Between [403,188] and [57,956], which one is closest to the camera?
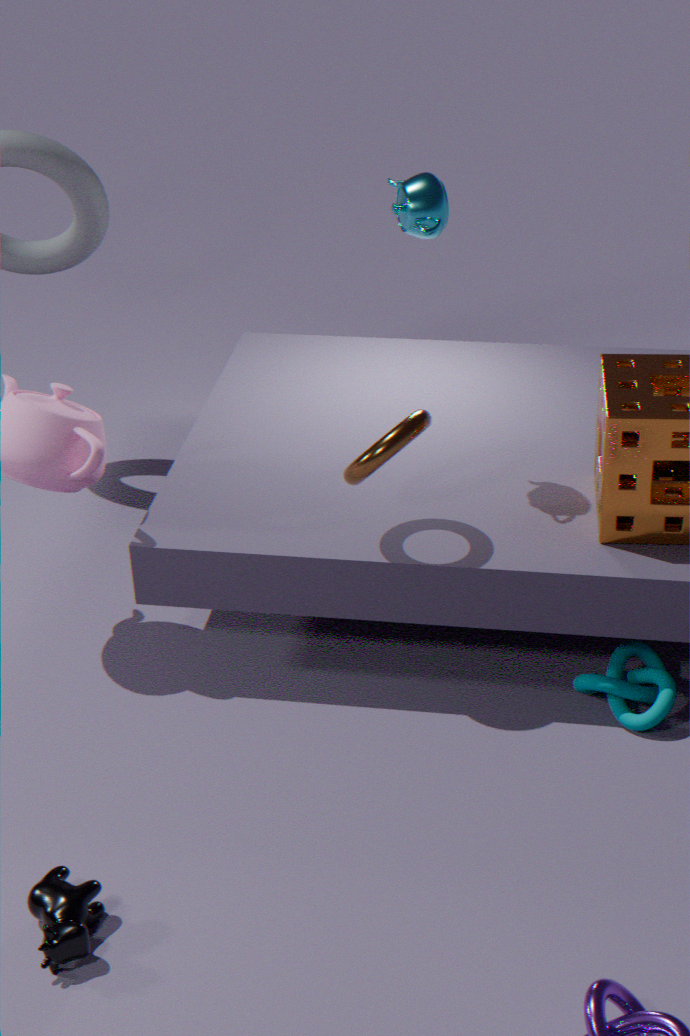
[57,956]
